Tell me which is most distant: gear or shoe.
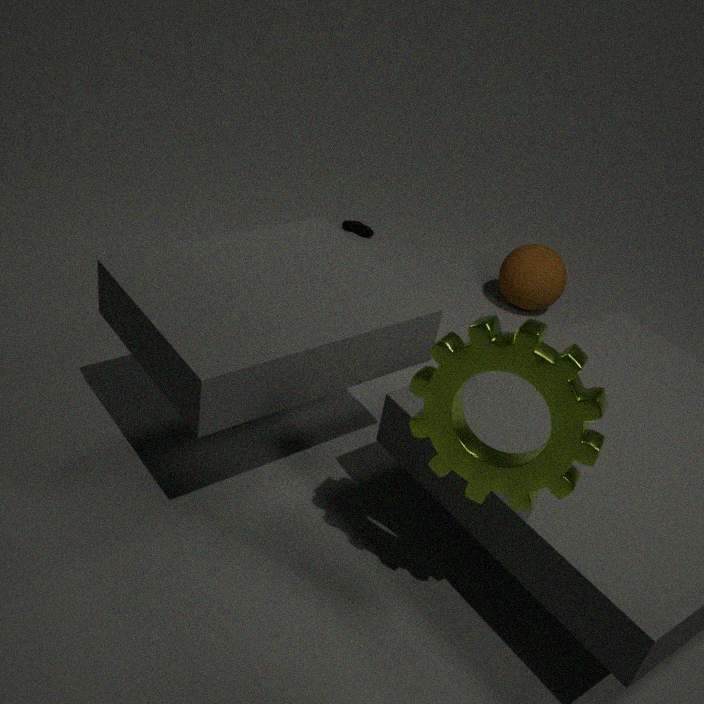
shoe
